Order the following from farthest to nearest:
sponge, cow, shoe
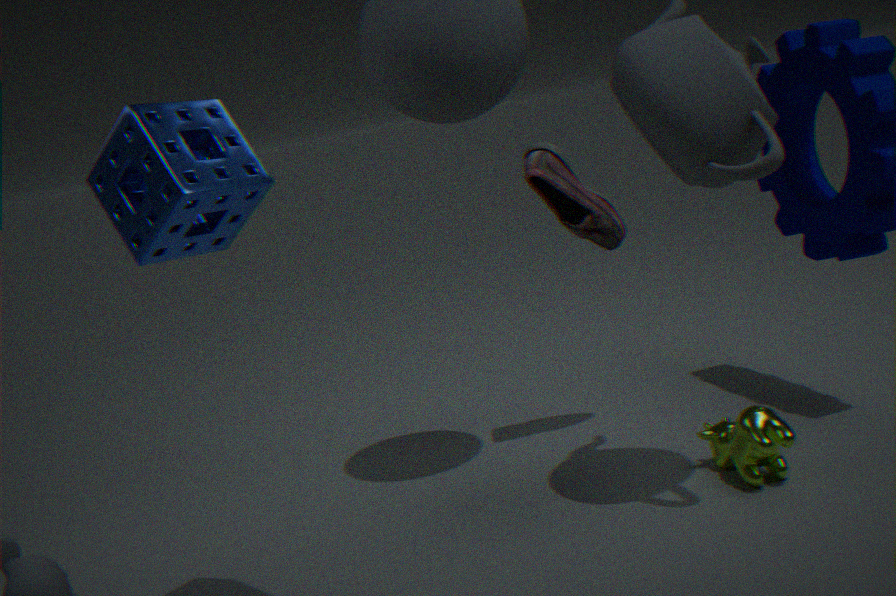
shoe < cow < sponge
